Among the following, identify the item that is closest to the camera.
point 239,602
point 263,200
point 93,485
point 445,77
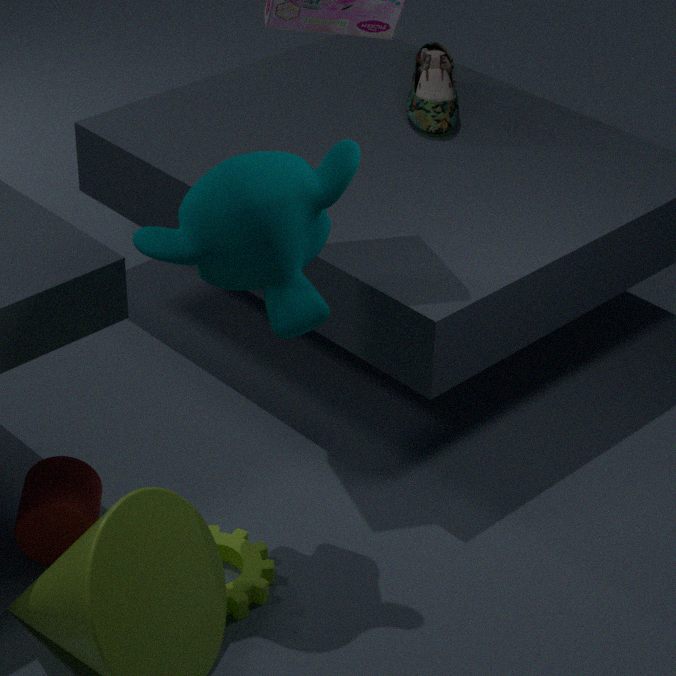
point 263,200
